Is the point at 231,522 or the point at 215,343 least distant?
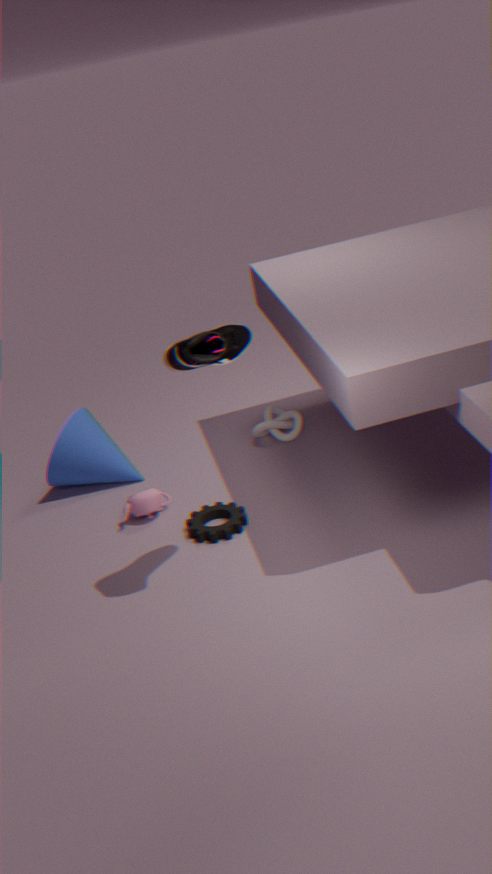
the point at 215,343
